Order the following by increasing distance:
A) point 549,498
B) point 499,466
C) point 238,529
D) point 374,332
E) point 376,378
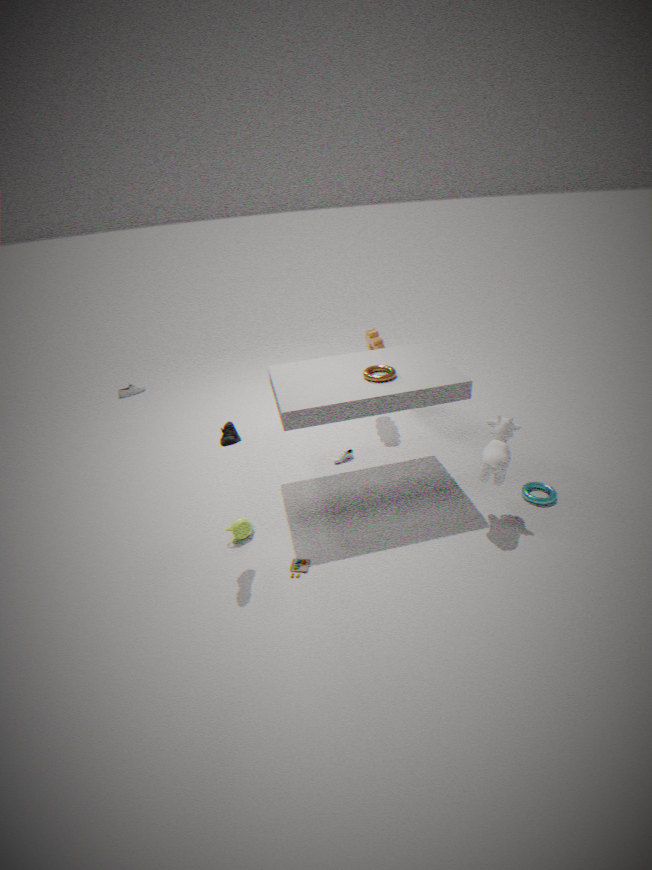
point 499,466
point 238,529
point 376,378
point 549,498
point 374,332
